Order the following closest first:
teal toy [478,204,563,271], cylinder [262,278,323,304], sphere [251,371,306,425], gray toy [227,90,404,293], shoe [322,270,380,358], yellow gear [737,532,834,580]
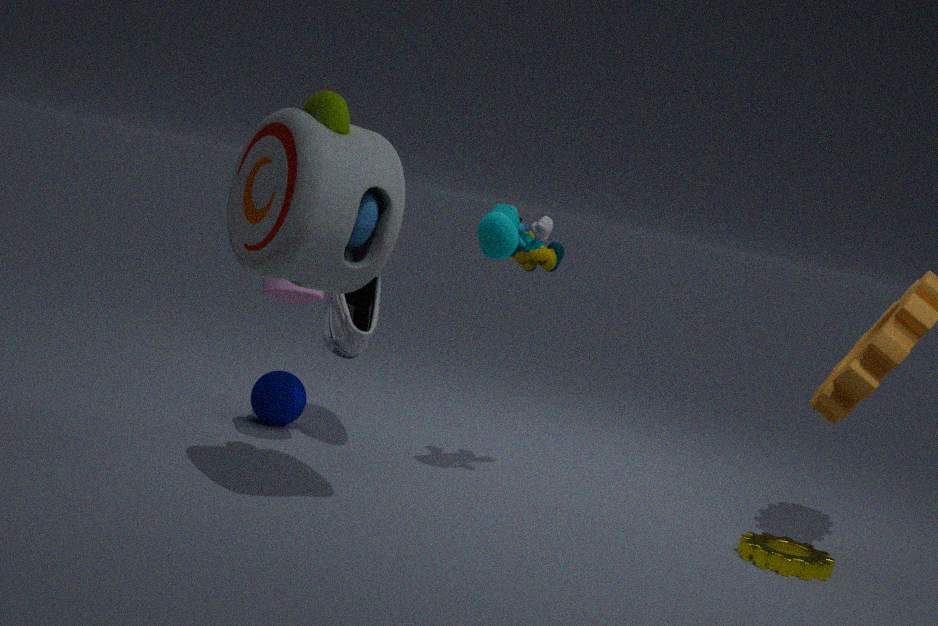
gray toy [227,90,404,293] → yellow gear [737,532,834,580] → teal toy [478,204,563,271] → cylinder [262,278,323,304] → shoe [322,270,380,358] → sphere [251,371,306,425]
